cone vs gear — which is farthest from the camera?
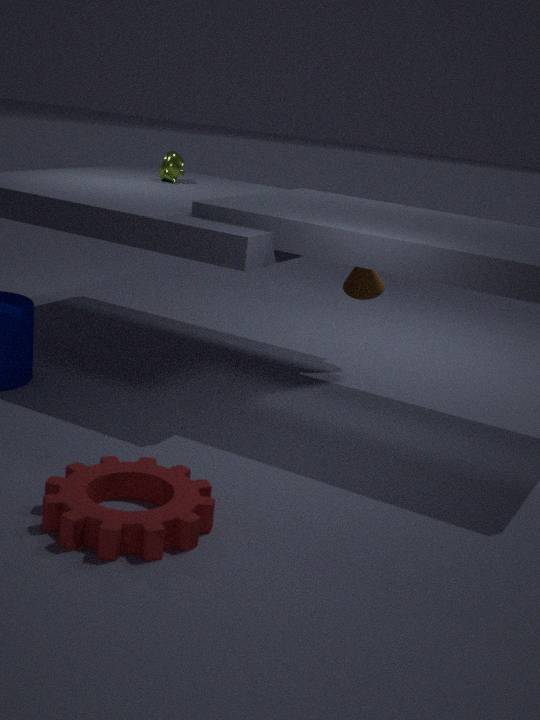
cone
